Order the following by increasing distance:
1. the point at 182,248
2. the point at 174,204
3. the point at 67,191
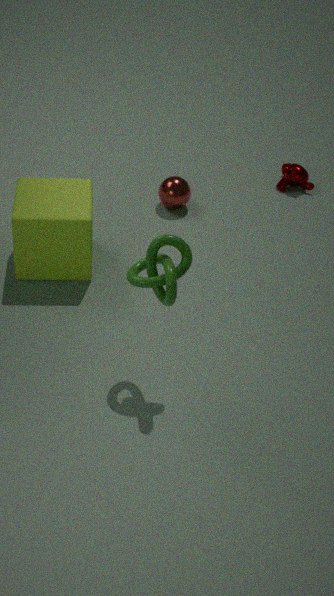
the point at 182,248 < the point at 67,191 < the point at 174,204
